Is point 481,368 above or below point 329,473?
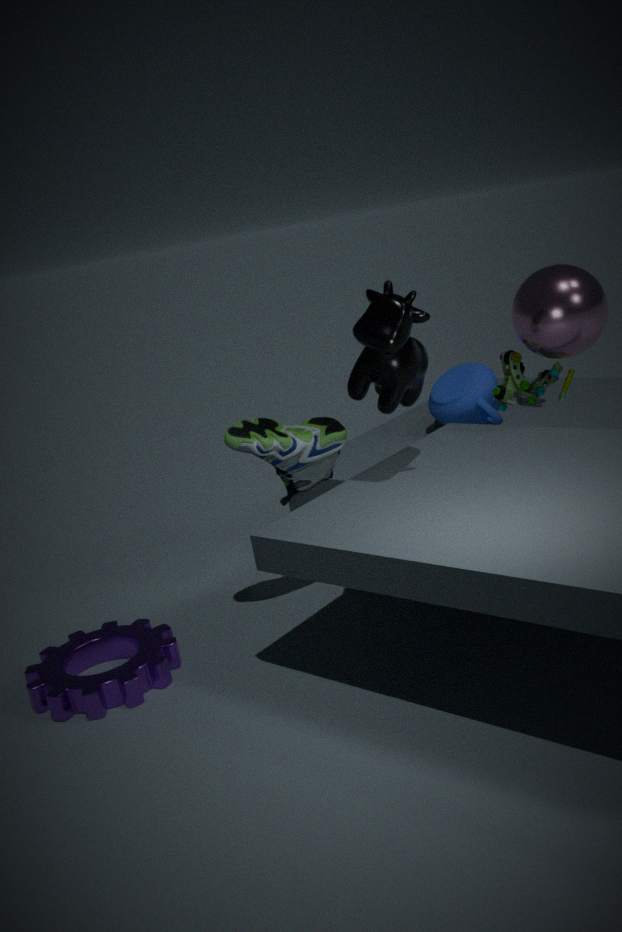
below
